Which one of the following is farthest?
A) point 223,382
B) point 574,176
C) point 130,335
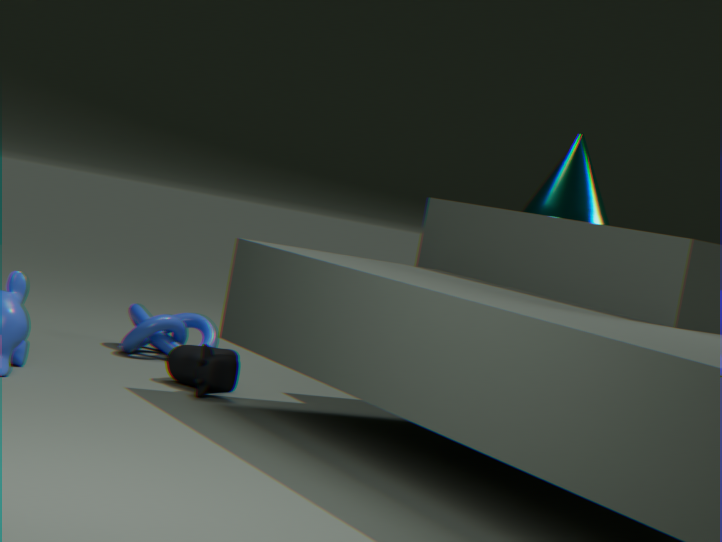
point 130,335
